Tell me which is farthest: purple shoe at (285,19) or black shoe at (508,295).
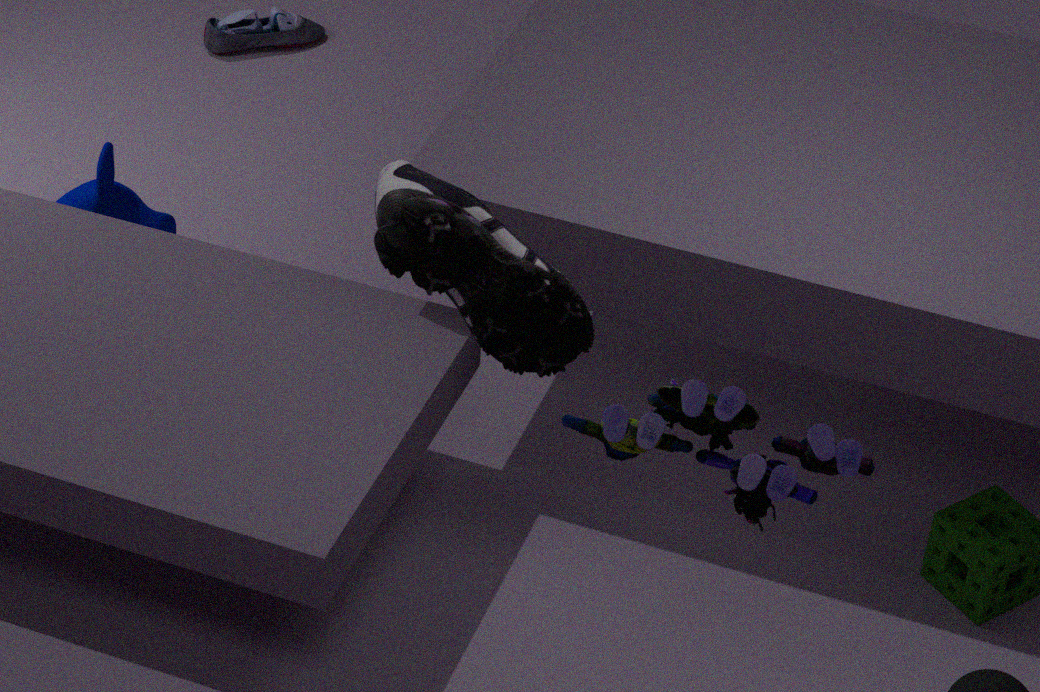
purple shoe at (285,19)
